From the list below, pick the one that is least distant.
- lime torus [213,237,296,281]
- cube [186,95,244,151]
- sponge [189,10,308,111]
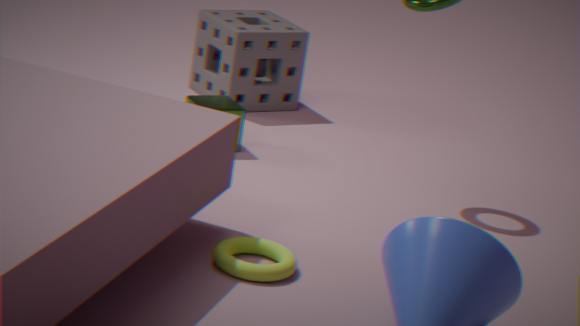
lime torus [213,237,296,281]
